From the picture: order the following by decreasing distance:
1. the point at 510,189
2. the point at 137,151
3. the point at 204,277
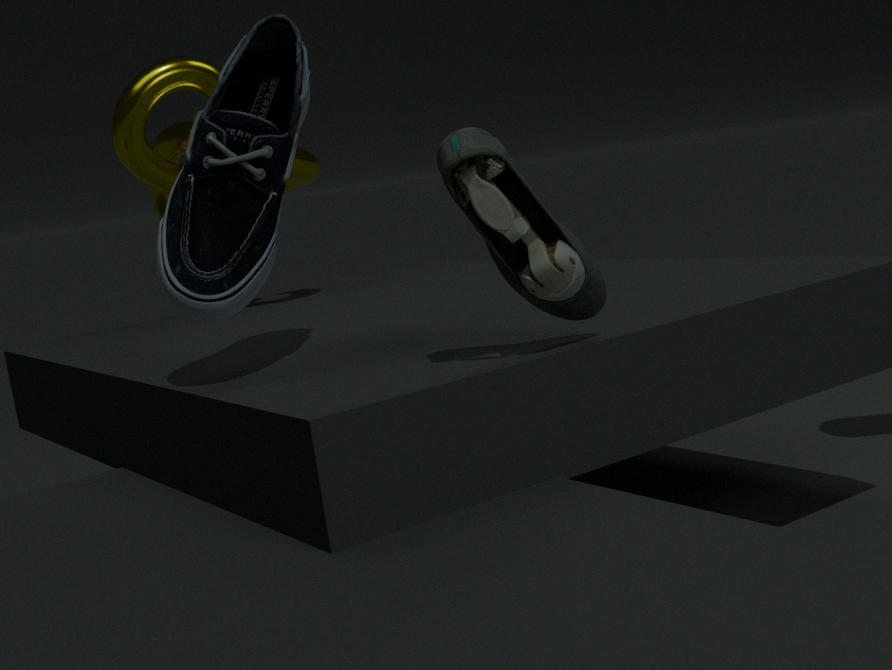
1. the point at 137,151
2. the point at 204,277
3. the point at 510,189
